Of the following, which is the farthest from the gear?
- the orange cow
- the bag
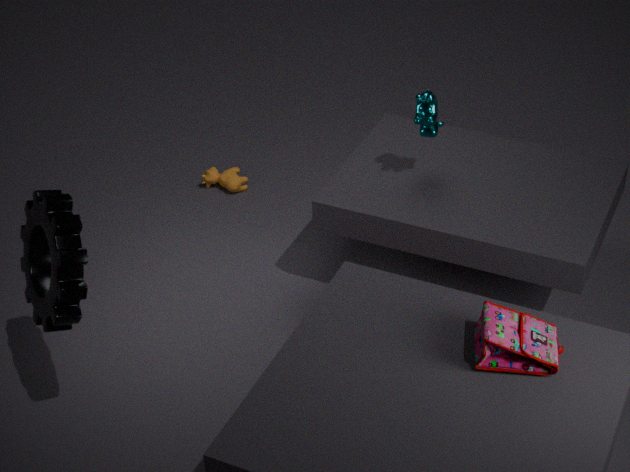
the orange cow
